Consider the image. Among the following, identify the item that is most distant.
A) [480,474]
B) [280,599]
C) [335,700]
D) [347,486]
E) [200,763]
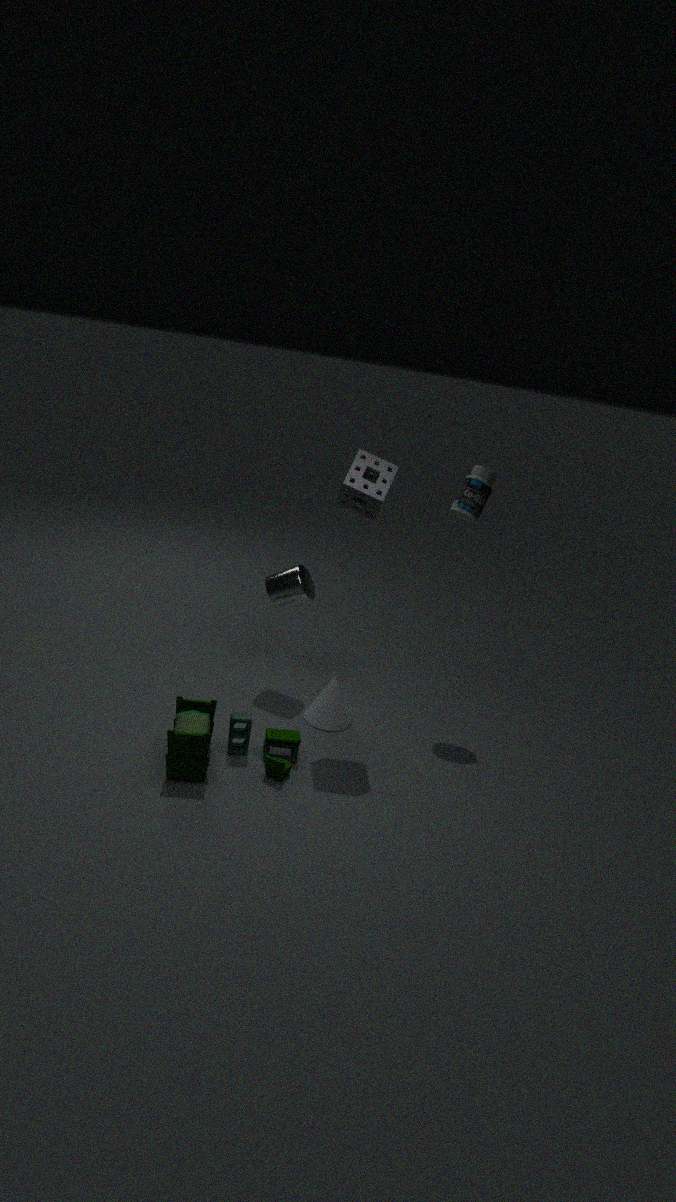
[280,599]
